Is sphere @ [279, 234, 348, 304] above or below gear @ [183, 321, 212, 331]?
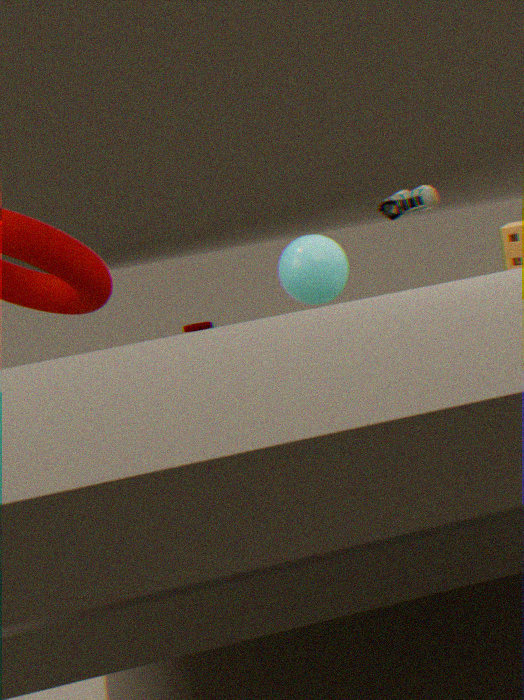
above
